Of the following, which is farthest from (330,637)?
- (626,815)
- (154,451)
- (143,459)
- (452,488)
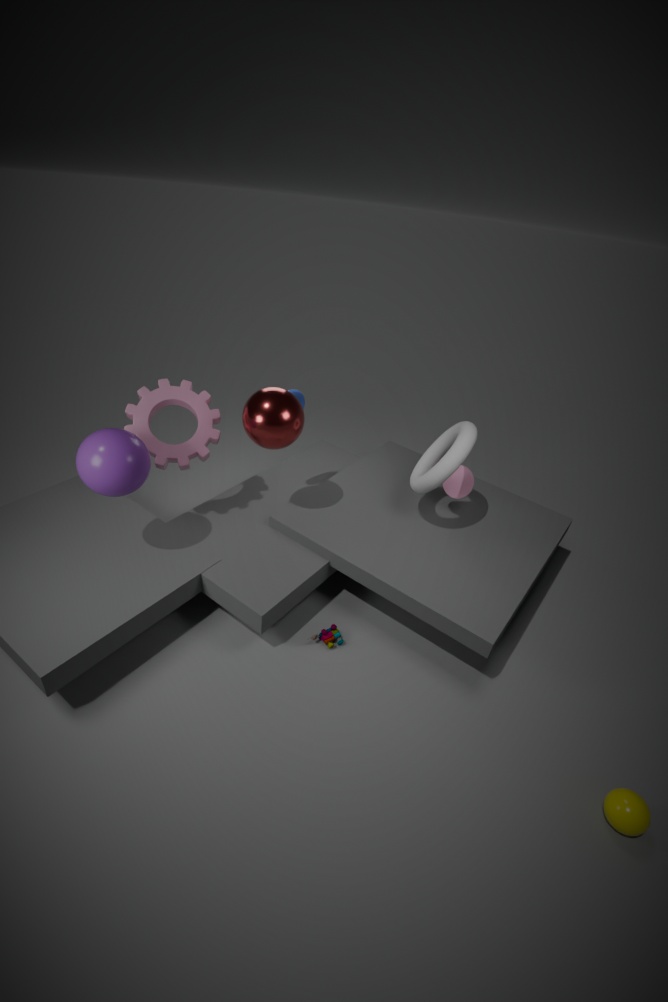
(626,815)
